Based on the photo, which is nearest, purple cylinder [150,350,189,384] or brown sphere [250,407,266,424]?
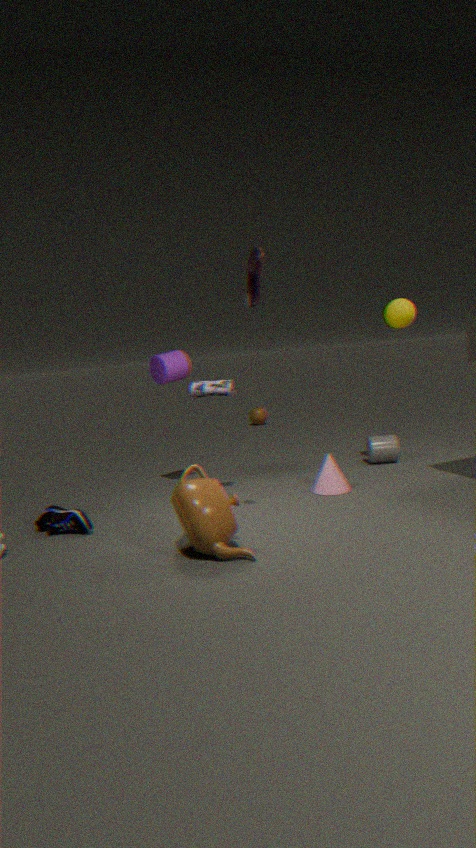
purple cylinder [150,350,189,384]
